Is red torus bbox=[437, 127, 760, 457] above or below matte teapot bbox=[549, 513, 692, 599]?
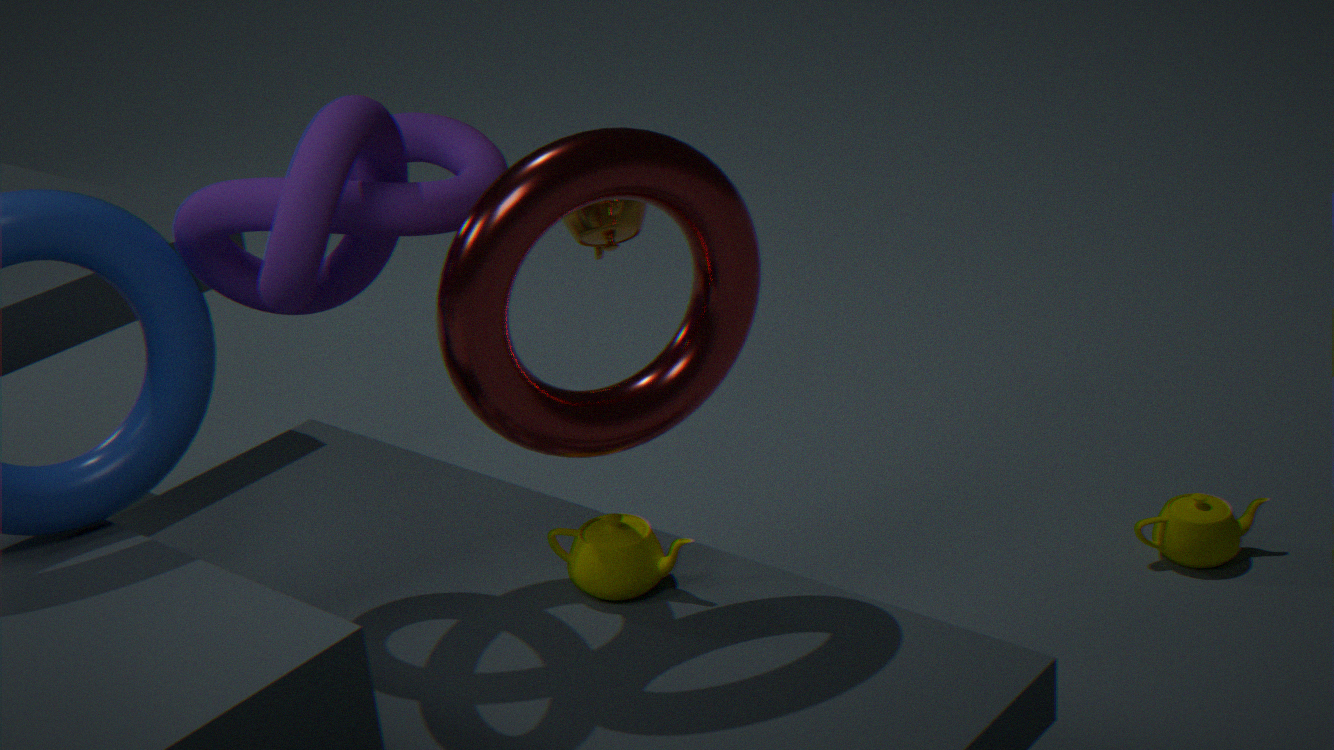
above
